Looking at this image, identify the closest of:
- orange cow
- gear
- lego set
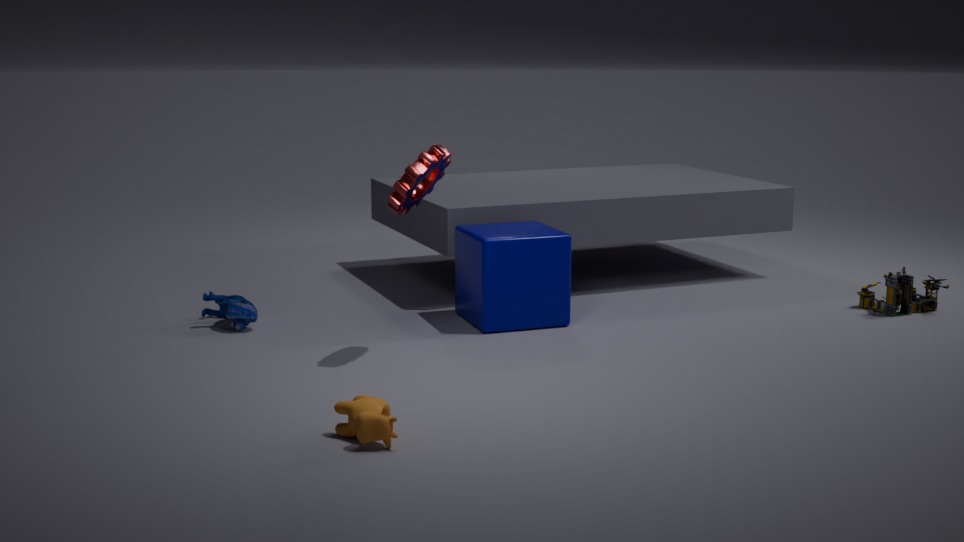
orange cow
